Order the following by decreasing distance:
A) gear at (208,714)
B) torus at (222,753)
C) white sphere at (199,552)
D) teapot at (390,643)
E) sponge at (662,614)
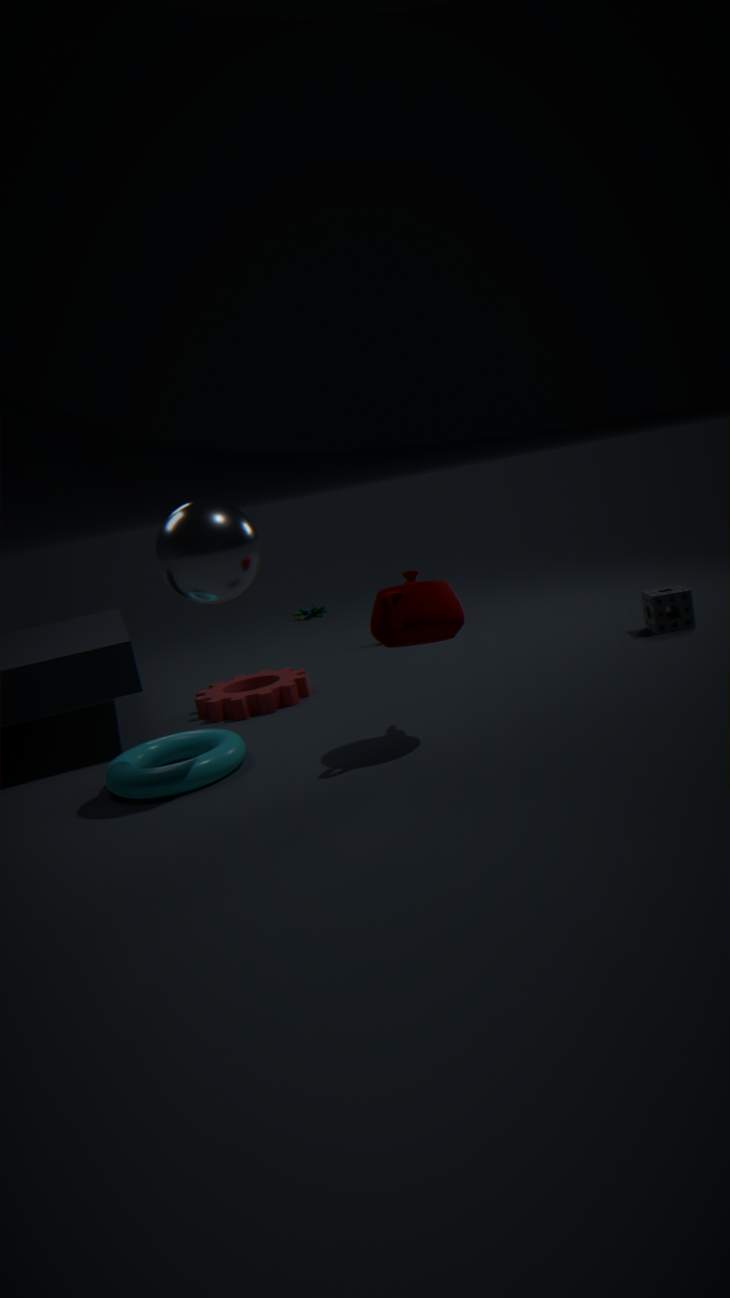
1. sponge at (662,614)
2. gear at (208,714)
3. torus at (222,753)
4. teapot at (390,643)
5. white sphere at (199,552)
